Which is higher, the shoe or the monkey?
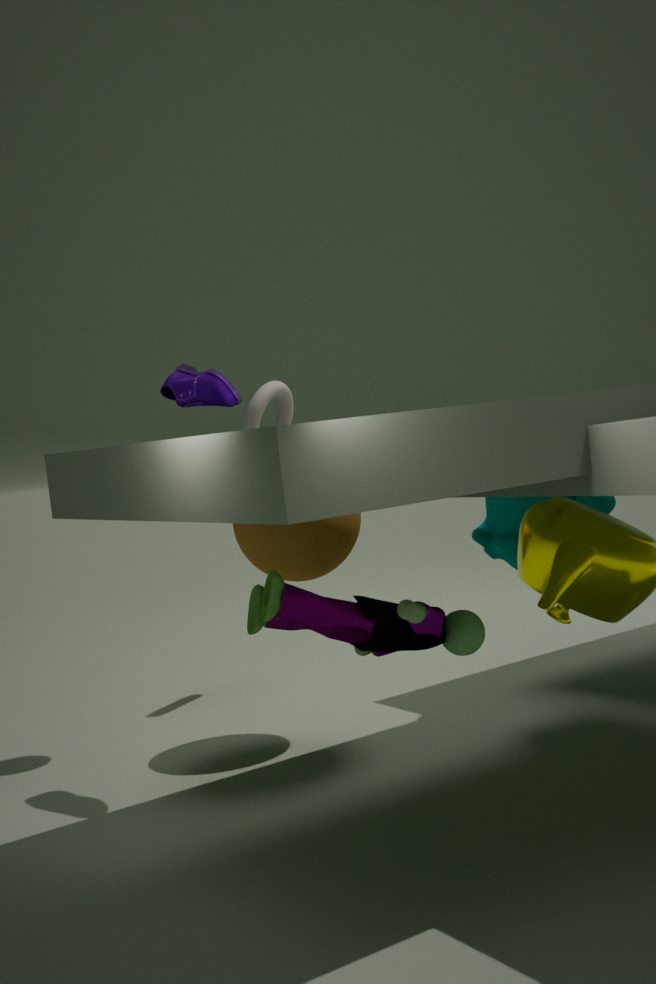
the shoe
